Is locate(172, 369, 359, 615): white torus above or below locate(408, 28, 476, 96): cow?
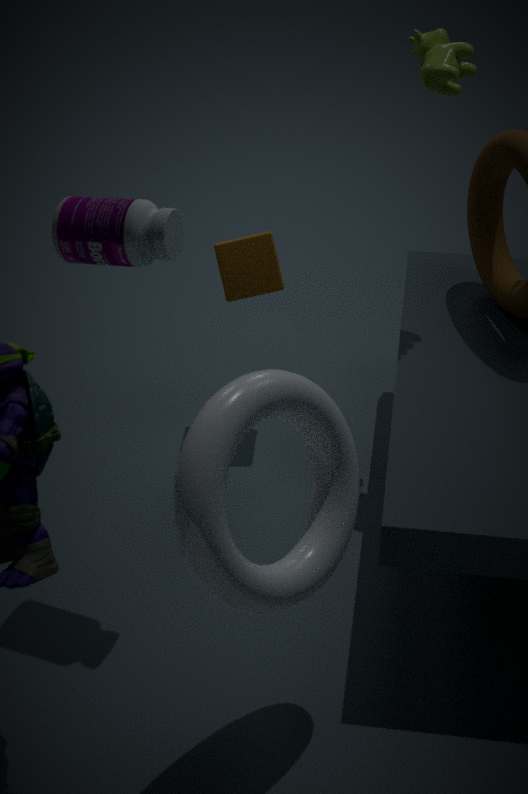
below
